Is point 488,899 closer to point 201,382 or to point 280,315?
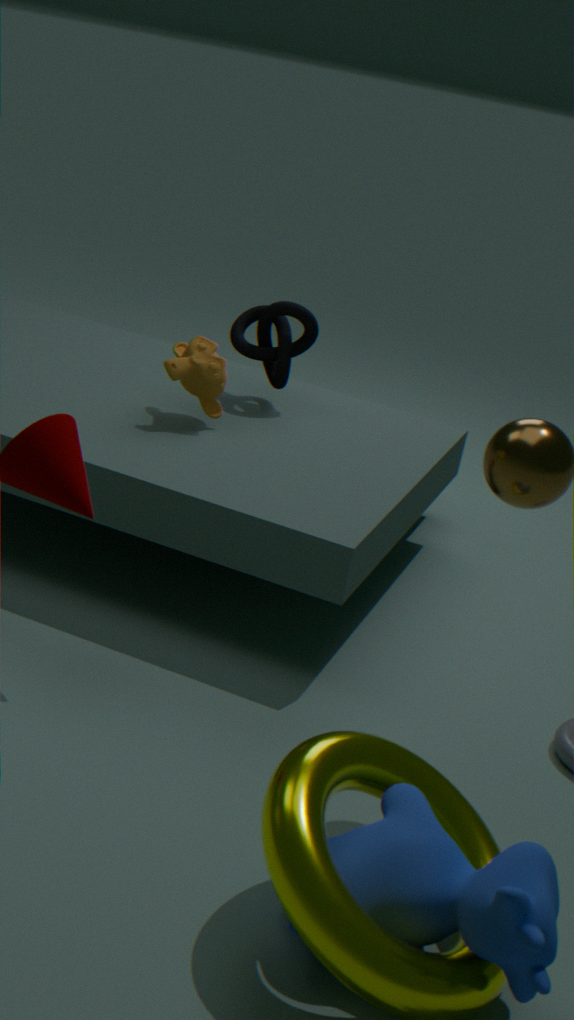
point 201,382
